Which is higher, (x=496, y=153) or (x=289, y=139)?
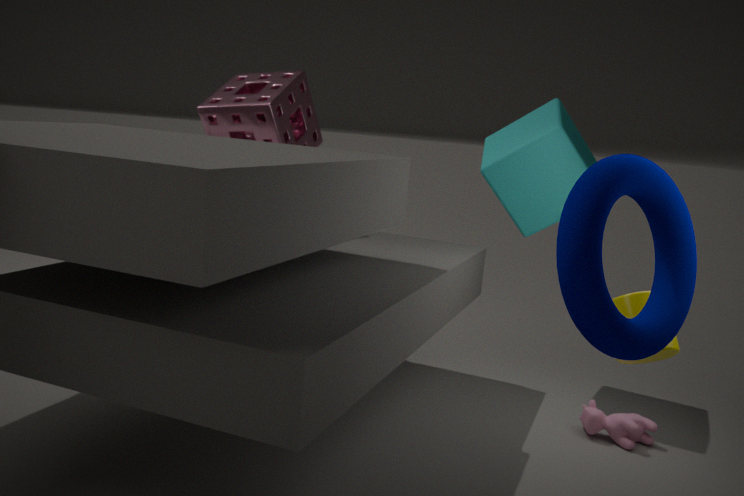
(x=289, y=139)
